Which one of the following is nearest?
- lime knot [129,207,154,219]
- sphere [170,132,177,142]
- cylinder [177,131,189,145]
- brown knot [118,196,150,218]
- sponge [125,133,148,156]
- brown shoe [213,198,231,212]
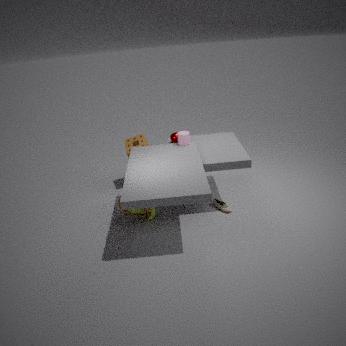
lime knot [129,207,154,219]
